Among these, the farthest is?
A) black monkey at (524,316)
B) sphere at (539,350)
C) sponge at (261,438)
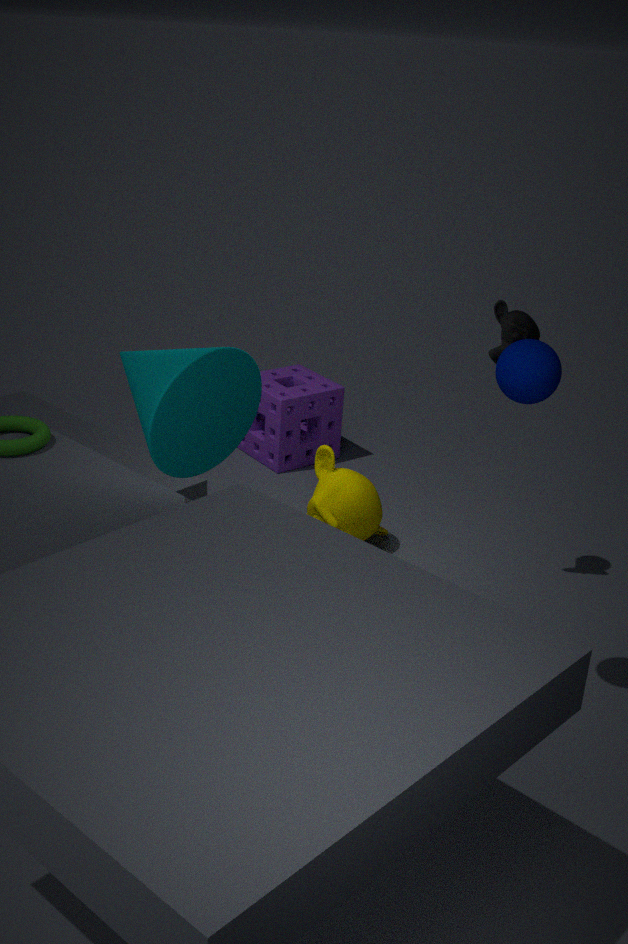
sponge at (261,438)
